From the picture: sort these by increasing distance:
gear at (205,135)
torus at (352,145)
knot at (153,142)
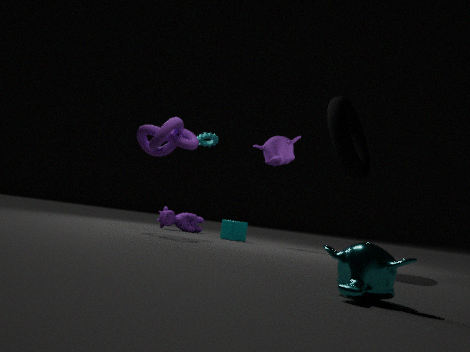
1. torus at (352,145)
2. knot at (153,142)
3. gear at (205,135)
